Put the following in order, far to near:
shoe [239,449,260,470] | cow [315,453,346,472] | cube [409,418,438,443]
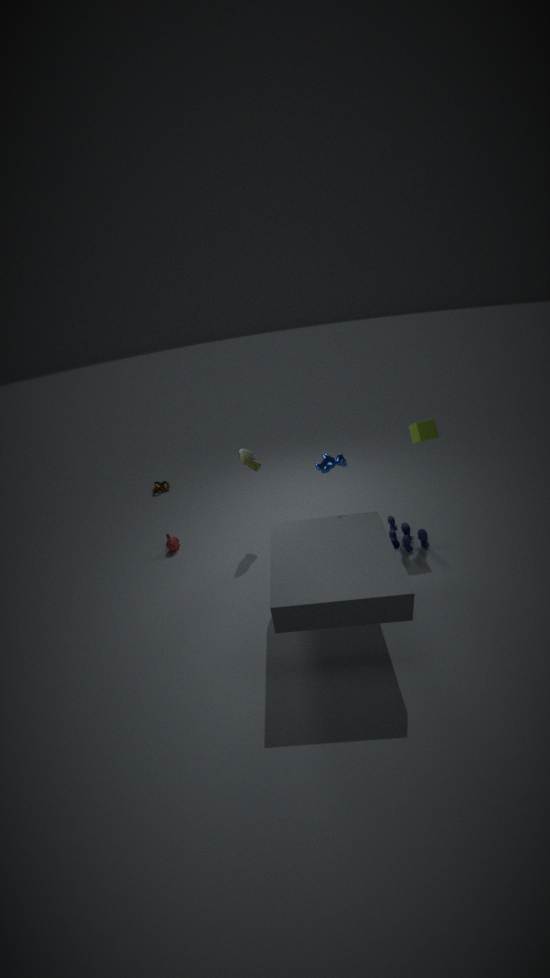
shoe [239,449,260,470] → cube [409,418,438,443] → cow [315,453,346,472]
